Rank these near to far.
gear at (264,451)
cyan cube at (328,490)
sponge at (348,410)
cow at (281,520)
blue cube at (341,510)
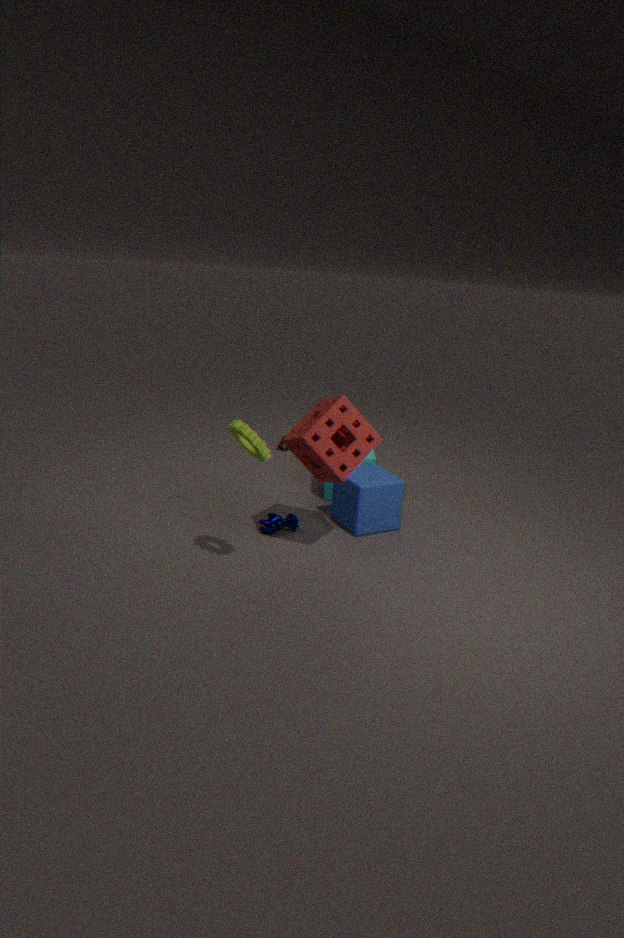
gear at (264,451)
sponge at (348,410)
cow at (281,520)
blue cube at (341,510)
cyan cube at (328,490)
